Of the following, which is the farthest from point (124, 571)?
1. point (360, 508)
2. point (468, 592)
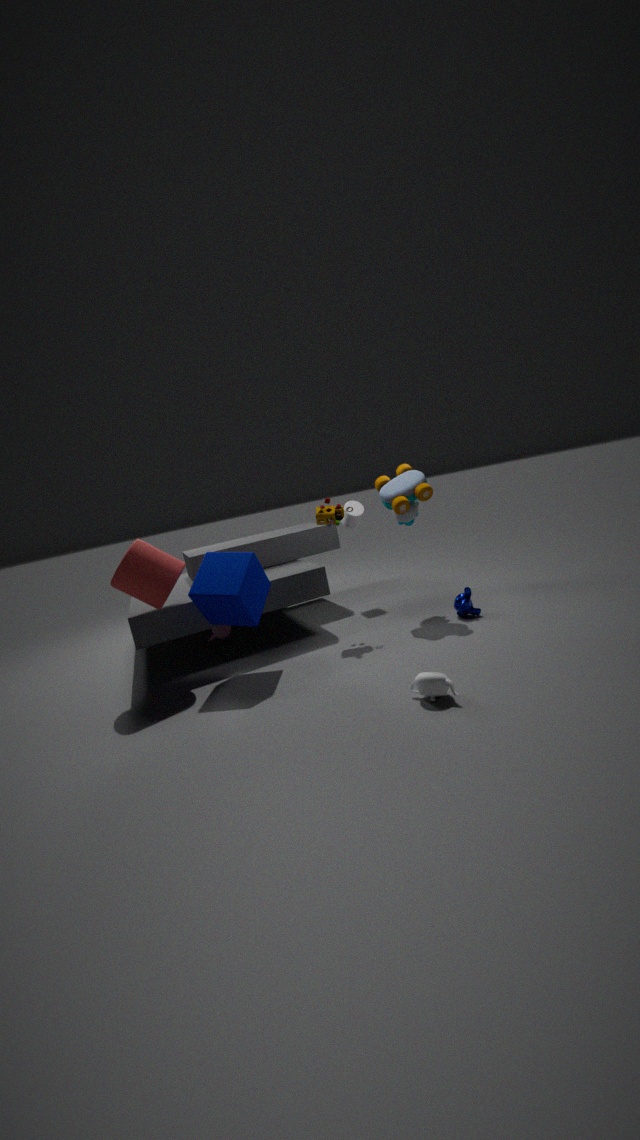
point (468, 592)
